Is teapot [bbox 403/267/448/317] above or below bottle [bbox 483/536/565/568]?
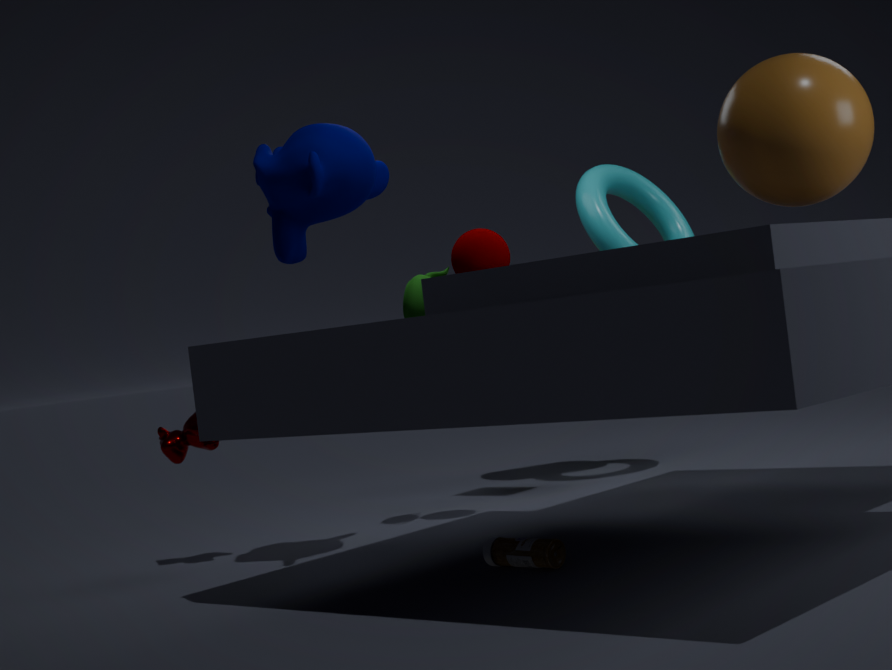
above
